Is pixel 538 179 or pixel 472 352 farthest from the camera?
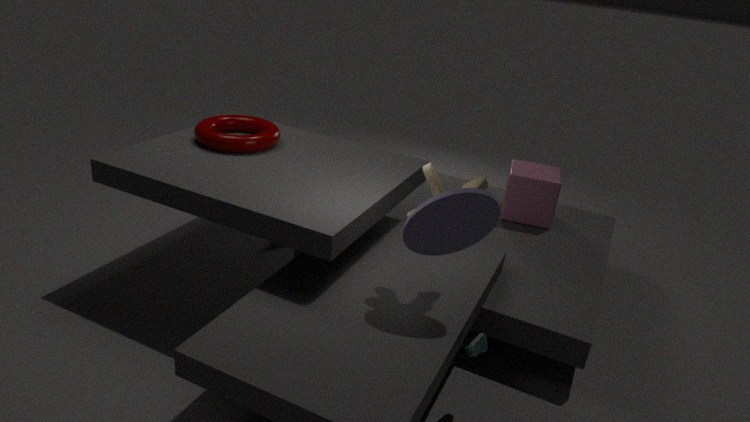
pixel 538 179
